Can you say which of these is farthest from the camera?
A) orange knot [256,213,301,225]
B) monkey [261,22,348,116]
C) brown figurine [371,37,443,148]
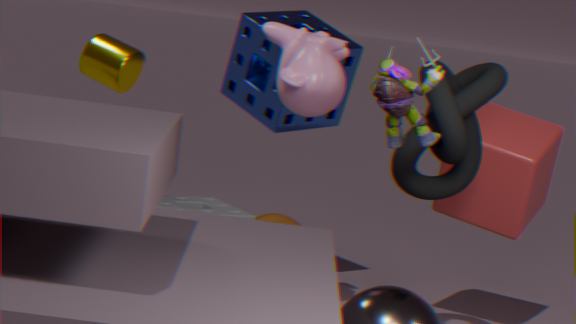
orange knot [256,213,301,225]
